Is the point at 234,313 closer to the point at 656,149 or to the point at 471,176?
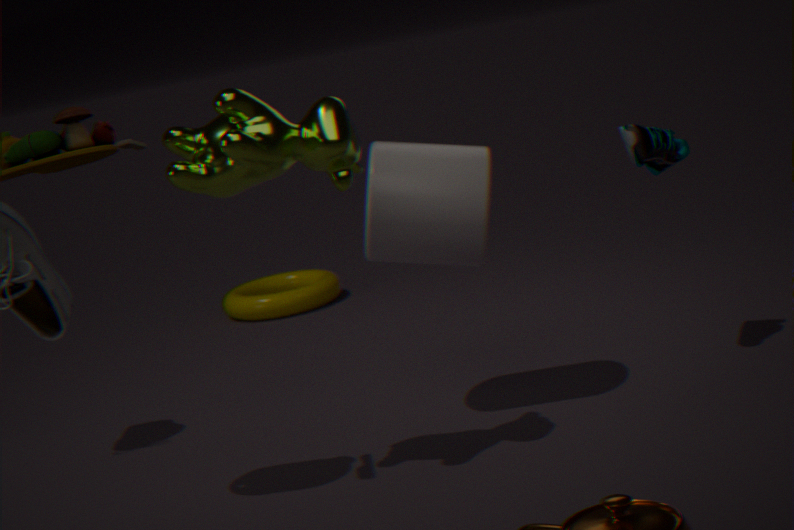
the point at 471,176
